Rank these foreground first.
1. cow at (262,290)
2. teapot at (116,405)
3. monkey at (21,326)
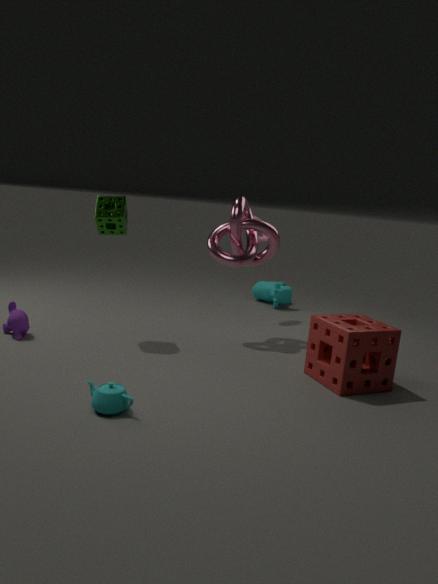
teapot at (116,405) → monkey at (21,326) → cow at (262,290)
